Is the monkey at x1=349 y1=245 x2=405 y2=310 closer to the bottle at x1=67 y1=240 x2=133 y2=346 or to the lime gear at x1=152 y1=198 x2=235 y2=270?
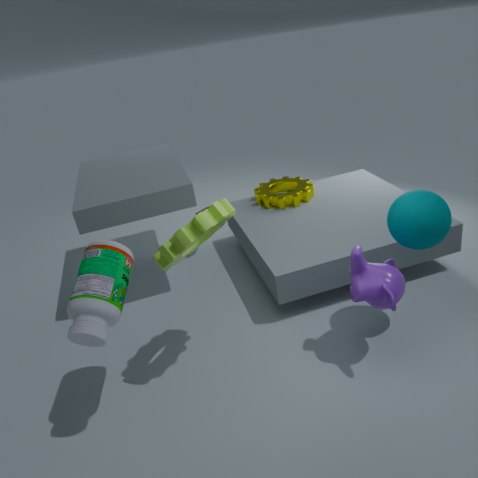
the lime gear at x1=152 y1=198 x2=235 y2=270
